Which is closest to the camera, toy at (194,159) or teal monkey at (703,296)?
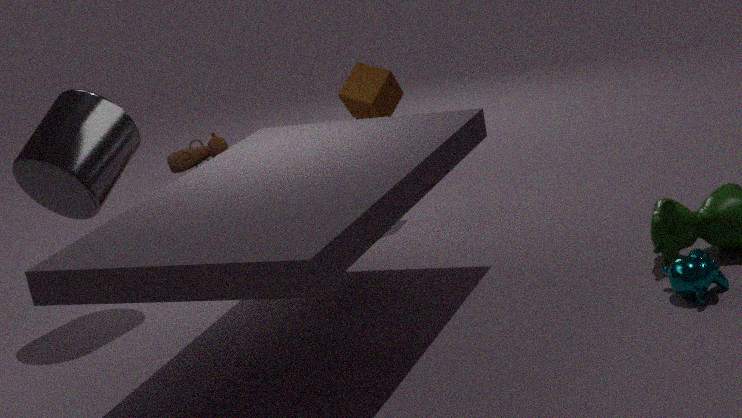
teal monkey at (703,296)
